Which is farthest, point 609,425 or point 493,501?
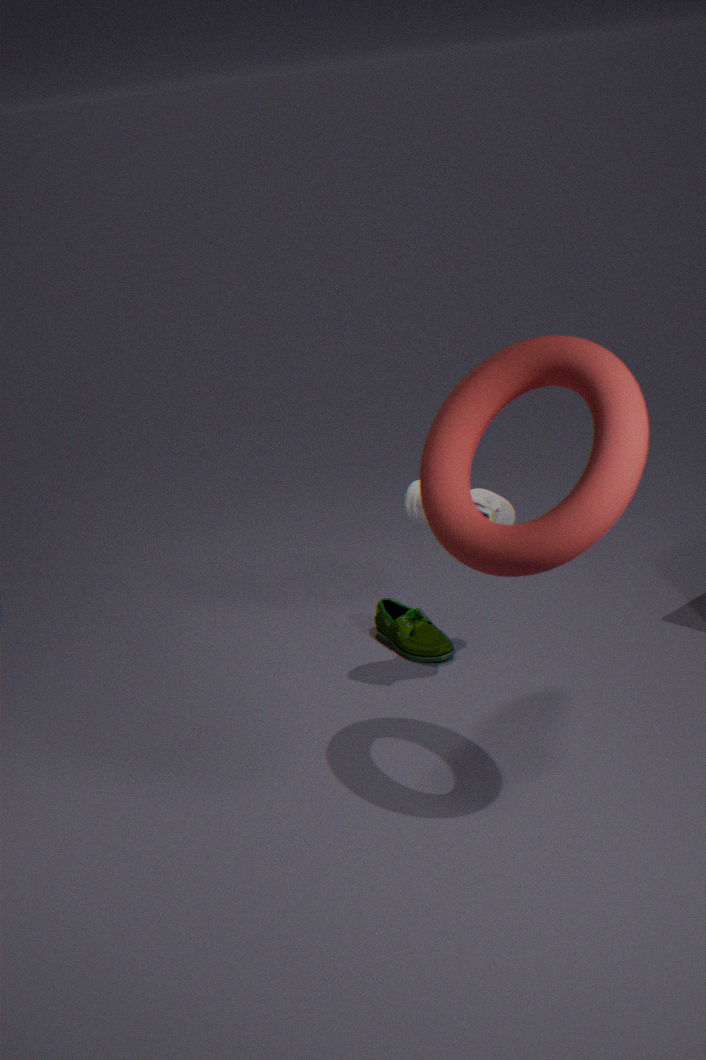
point 493,501
